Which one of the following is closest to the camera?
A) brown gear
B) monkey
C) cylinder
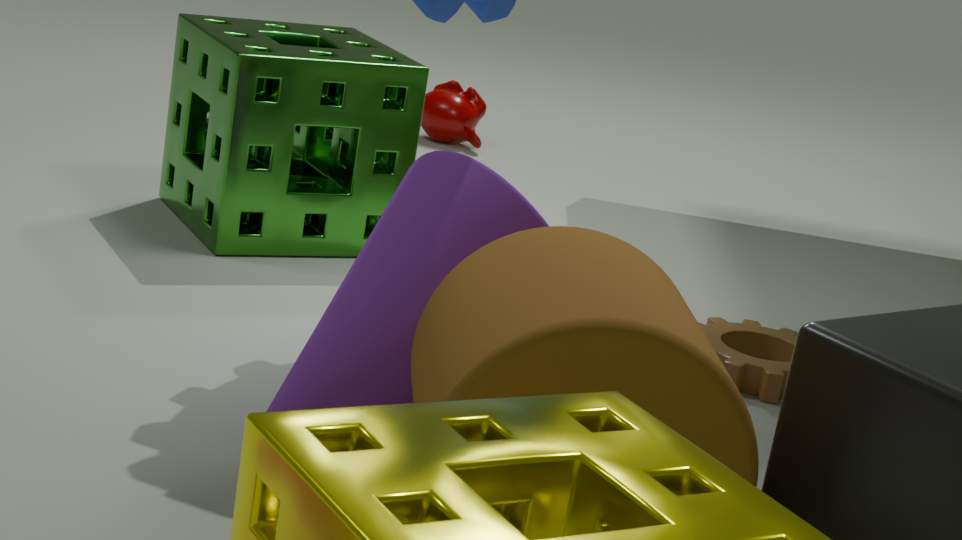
cylinder
